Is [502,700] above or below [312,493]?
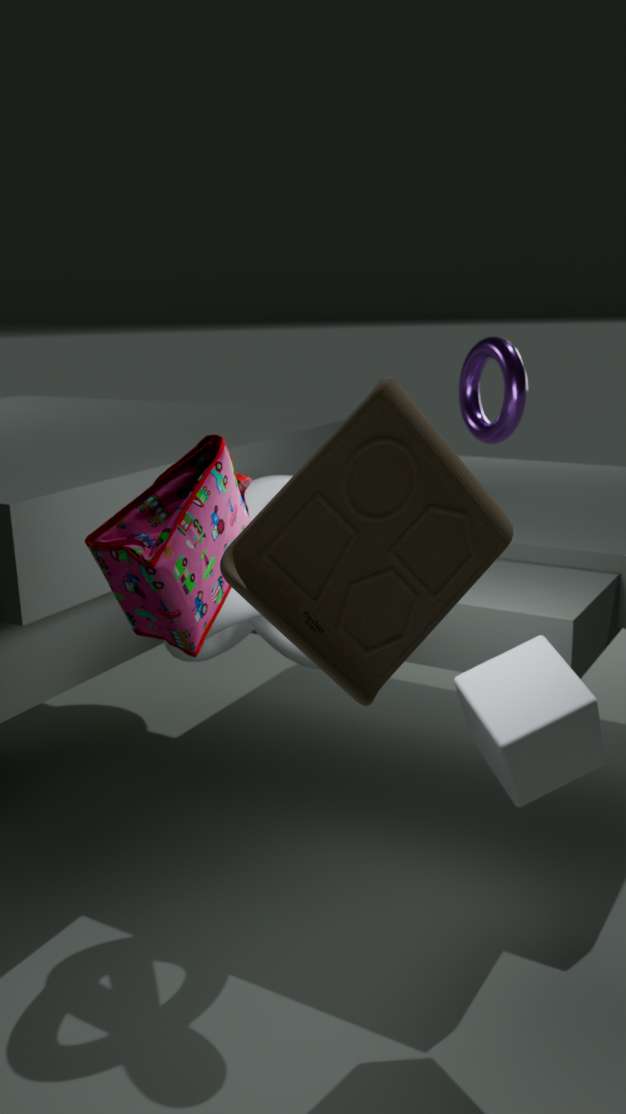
below
